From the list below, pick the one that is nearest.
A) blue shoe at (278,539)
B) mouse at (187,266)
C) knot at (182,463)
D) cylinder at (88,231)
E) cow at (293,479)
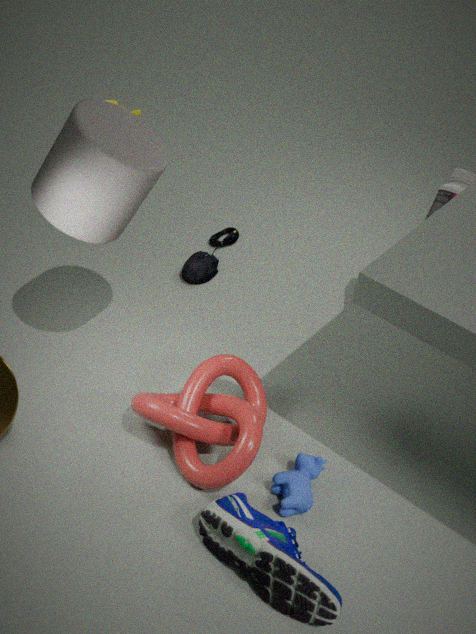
blue shoe at (278,539)
